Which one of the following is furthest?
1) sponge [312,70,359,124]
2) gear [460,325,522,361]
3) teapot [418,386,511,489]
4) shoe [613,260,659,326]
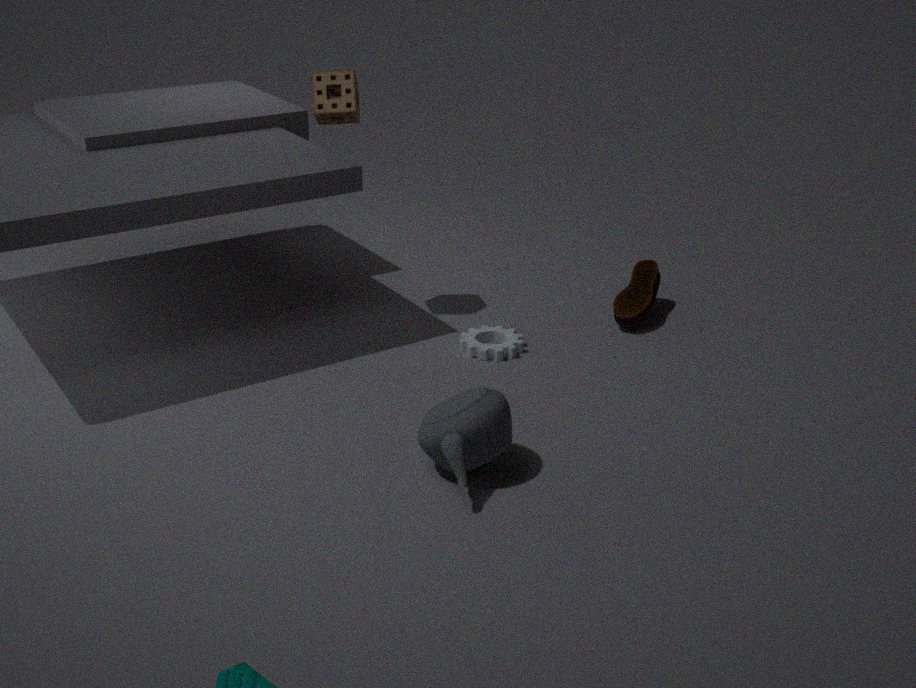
4. shoe [613,260,659,326]
